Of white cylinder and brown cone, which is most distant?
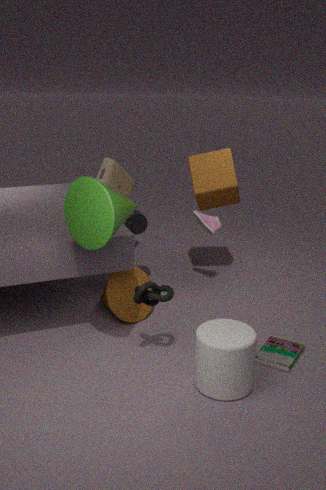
brown cone
